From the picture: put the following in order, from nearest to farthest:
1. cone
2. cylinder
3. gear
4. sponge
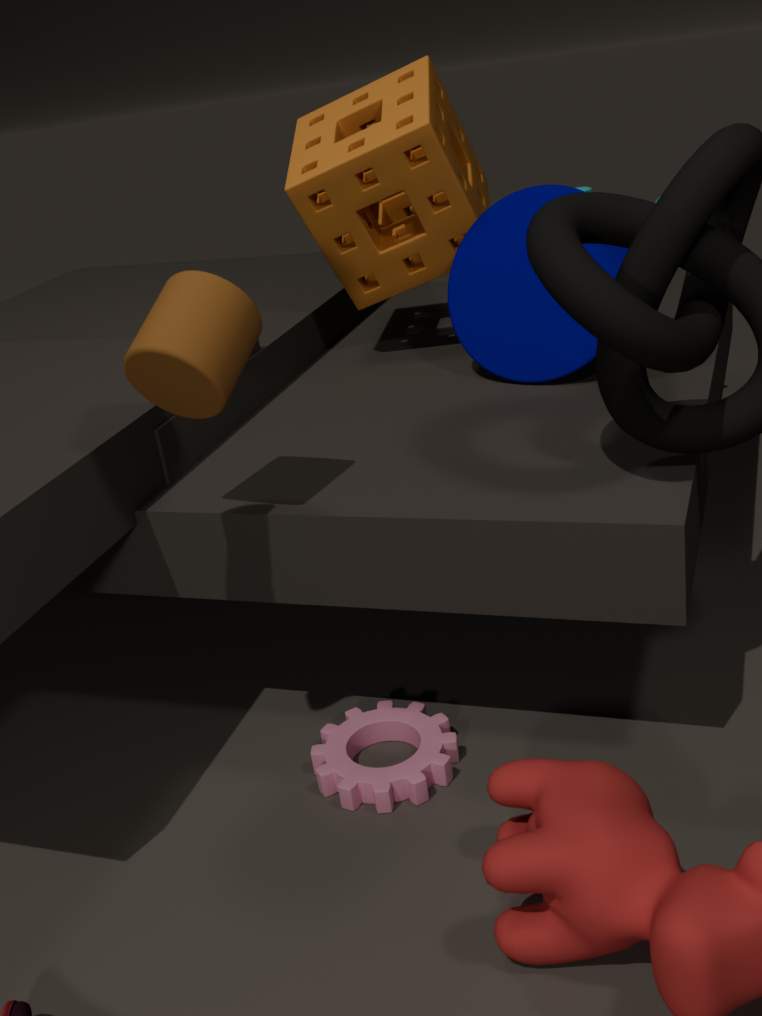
cylinder
gear
cone
sponge
